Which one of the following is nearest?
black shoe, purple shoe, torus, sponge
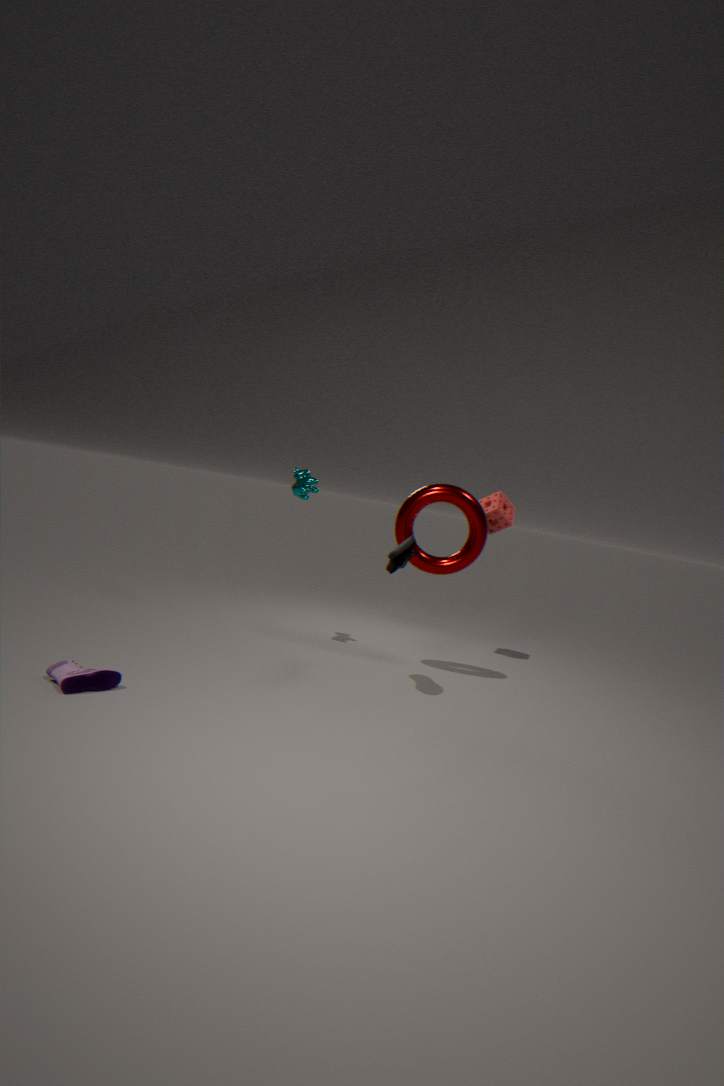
purple shoe
